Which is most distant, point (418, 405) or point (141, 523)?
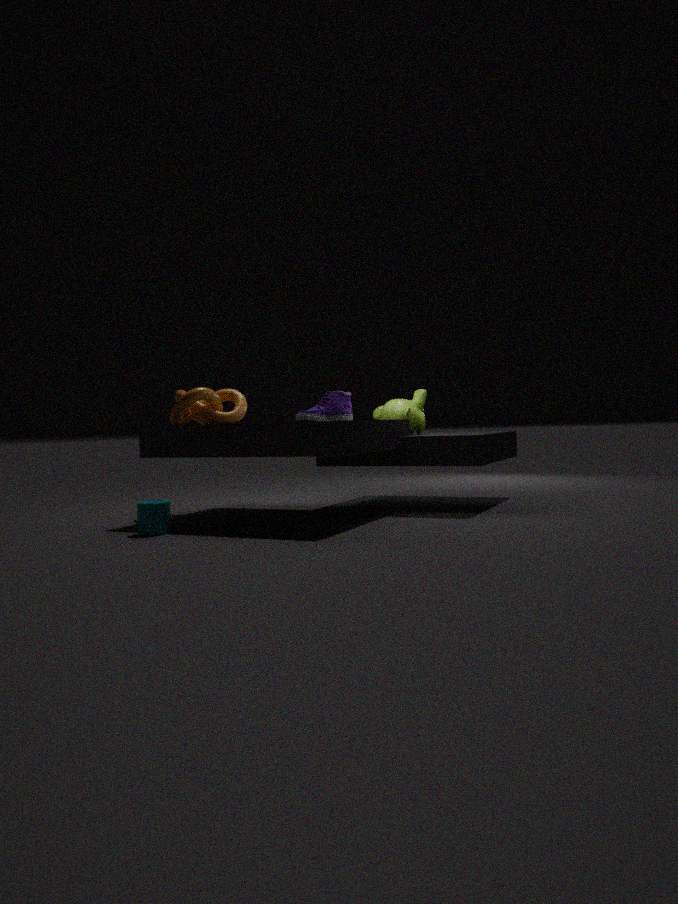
point (418, 405)
